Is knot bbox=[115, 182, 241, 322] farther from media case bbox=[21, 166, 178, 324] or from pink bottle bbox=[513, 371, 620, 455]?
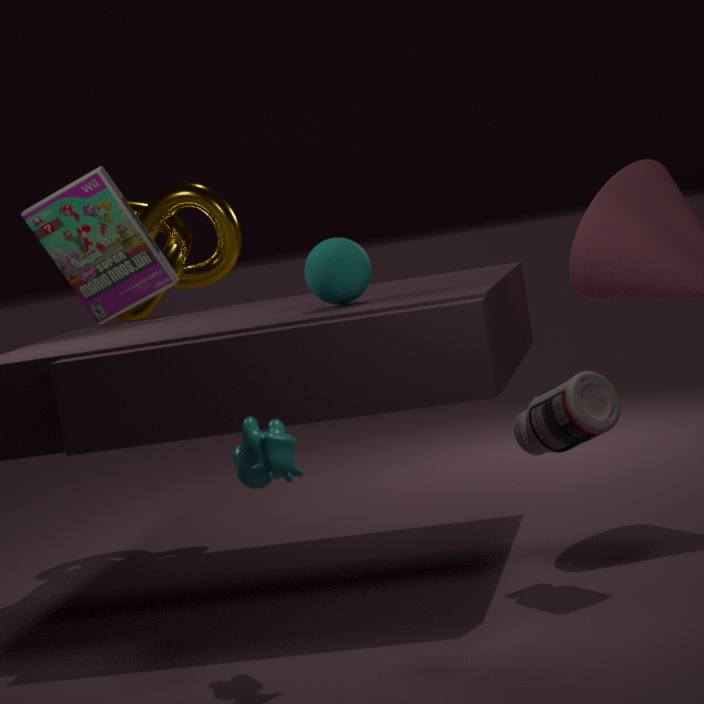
pink bottle bbox=[513, 371, 620, 455]
